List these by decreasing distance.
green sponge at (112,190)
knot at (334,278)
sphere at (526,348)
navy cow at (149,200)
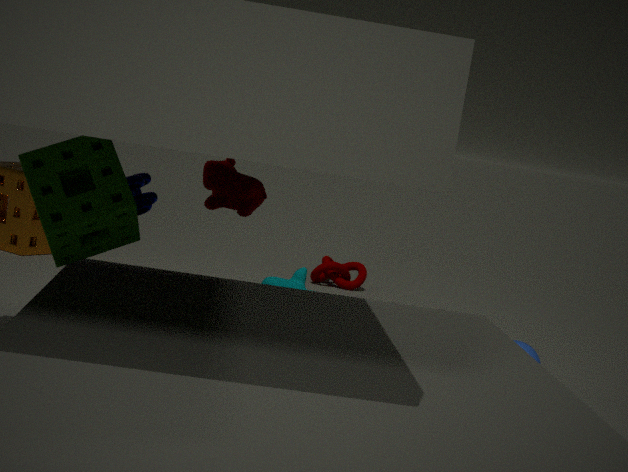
Answer: knot at (334,278) → sphere at (526,348) → navy cow at (149,200) → green sponge at (112,190)
